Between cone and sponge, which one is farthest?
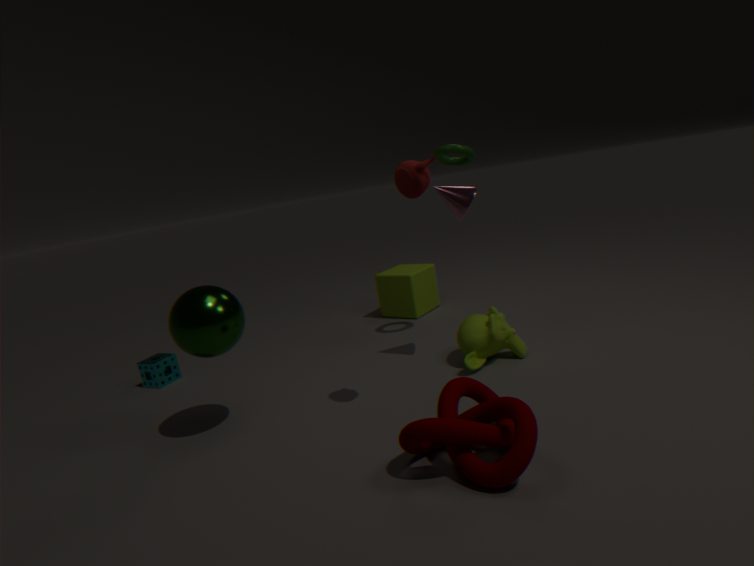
sponge
